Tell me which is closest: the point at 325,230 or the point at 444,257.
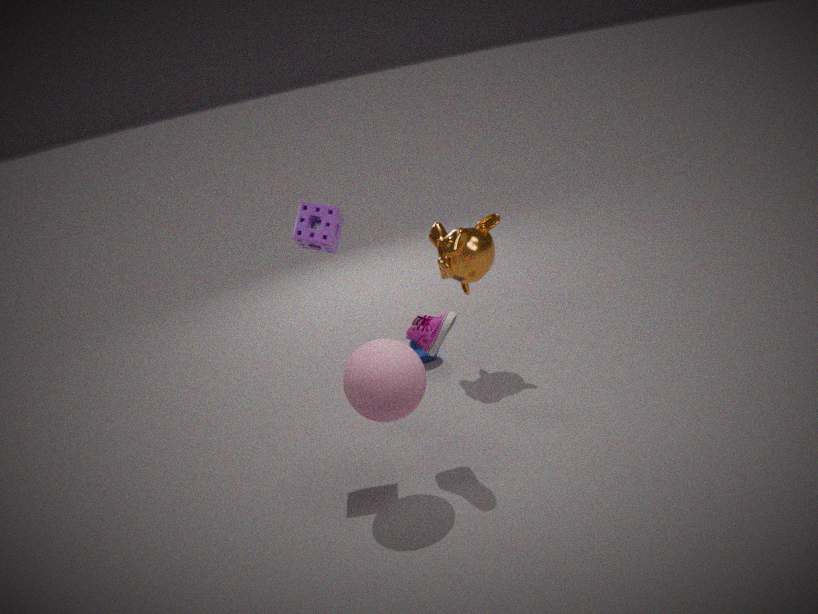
the point at 325,230
